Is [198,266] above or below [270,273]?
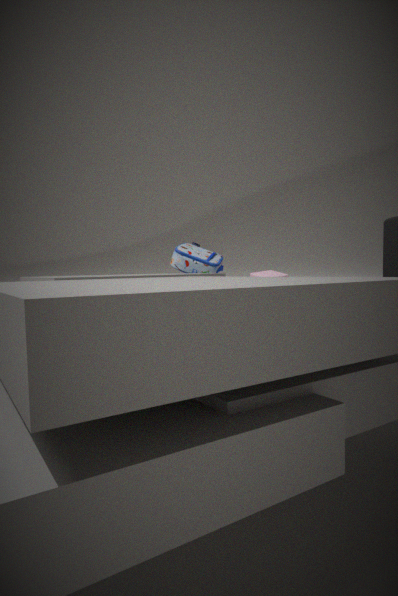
above
